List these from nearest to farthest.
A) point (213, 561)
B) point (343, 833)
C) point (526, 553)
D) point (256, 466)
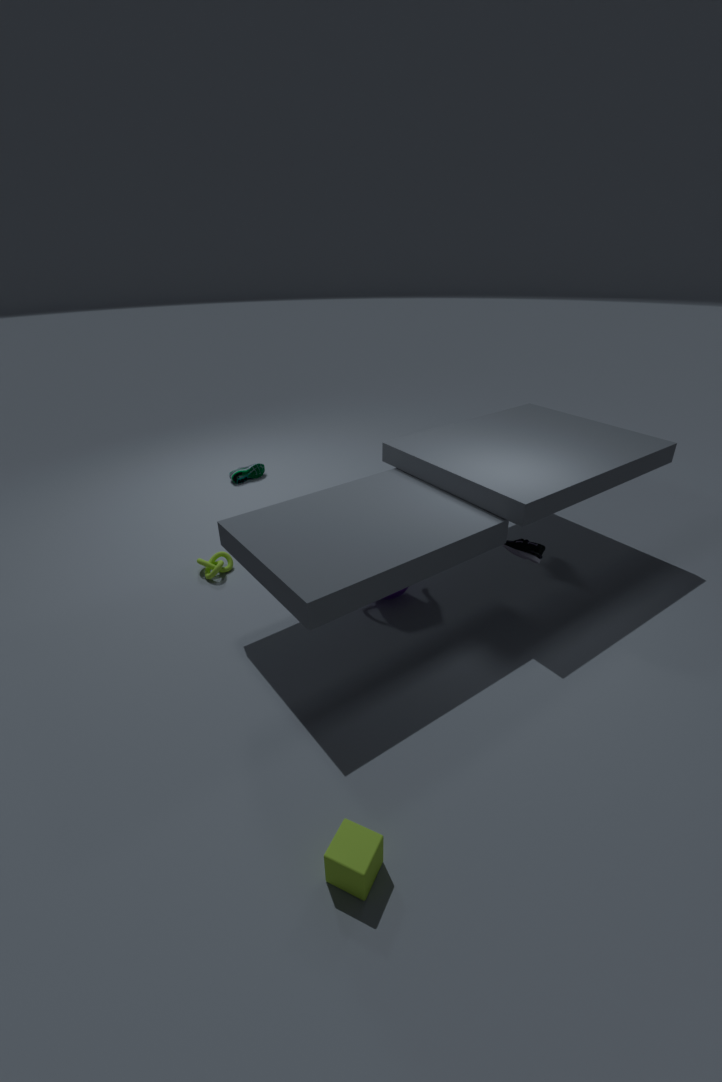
point (343, 833)
point (526, 553)
point (213, 561)
point (256, 466)
